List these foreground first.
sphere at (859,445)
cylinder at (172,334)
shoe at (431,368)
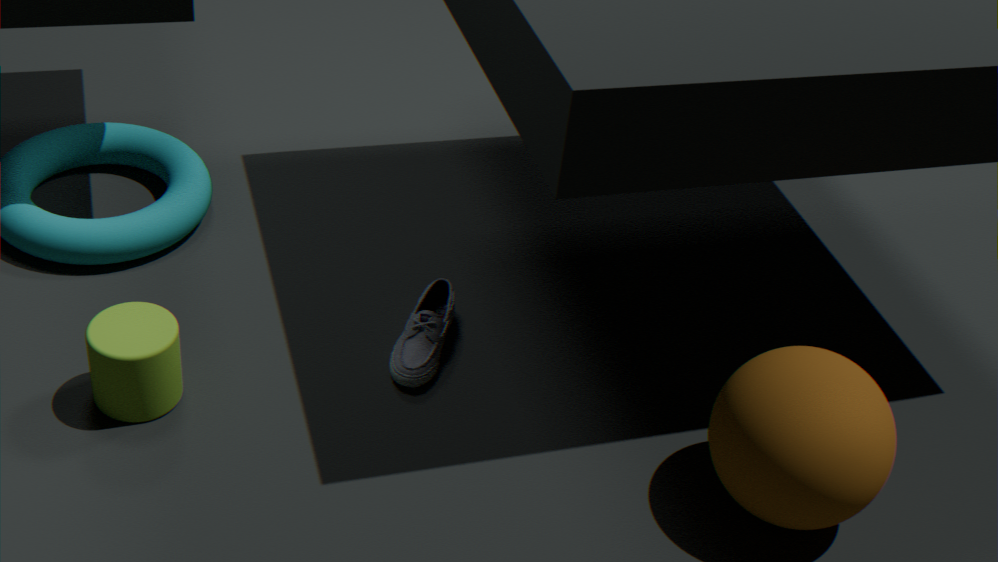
sphere at (859,445) → cylinder at (172,334) → shoe at (431,368)
